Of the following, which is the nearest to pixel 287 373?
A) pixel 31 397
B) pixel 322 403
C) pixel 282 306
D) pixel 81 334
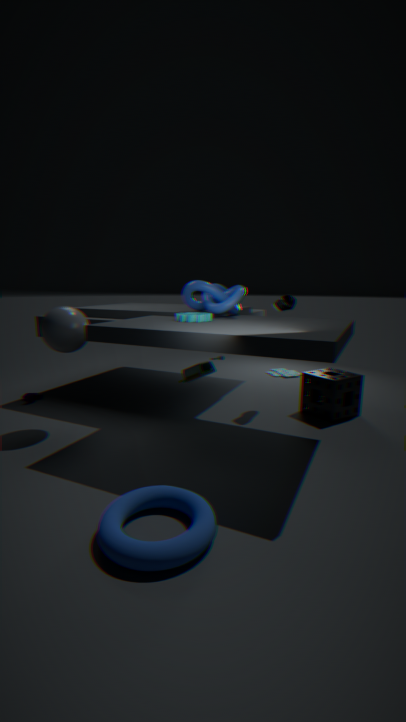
pixel 322 403
